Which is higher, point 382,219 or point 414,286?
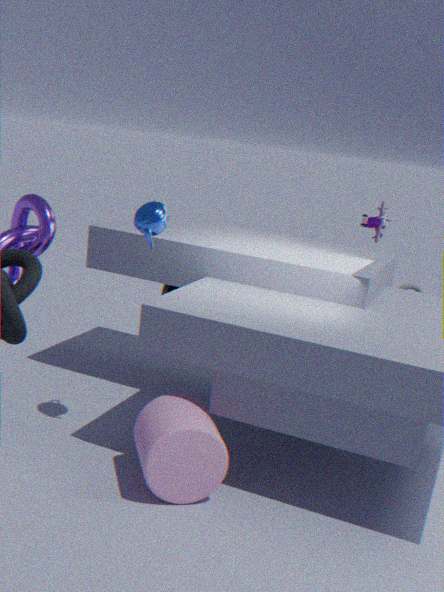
point 382,219
